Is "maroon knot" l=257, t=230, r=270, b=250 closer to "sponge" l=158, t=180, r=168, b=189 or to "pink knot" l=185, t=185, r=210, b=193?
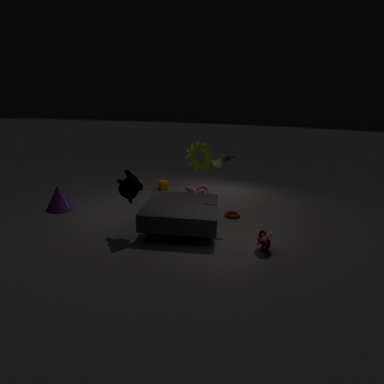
"pink knot" l=185, t=185, r=210, b=193
